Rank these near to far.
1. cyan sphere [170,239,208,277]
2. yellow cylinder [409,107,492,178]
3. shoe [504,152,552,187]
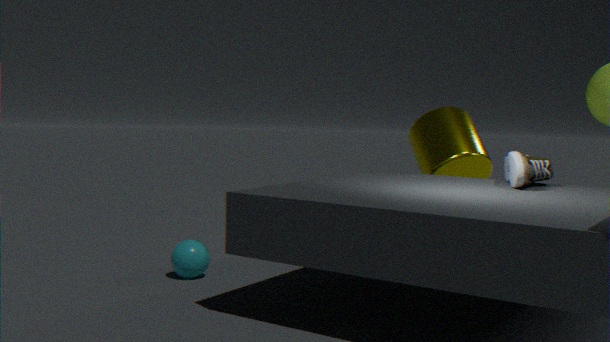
shoe [504,152,552,187], cyan sphere [170,239,208,277], yellow cylinder [409,107,492,178]
